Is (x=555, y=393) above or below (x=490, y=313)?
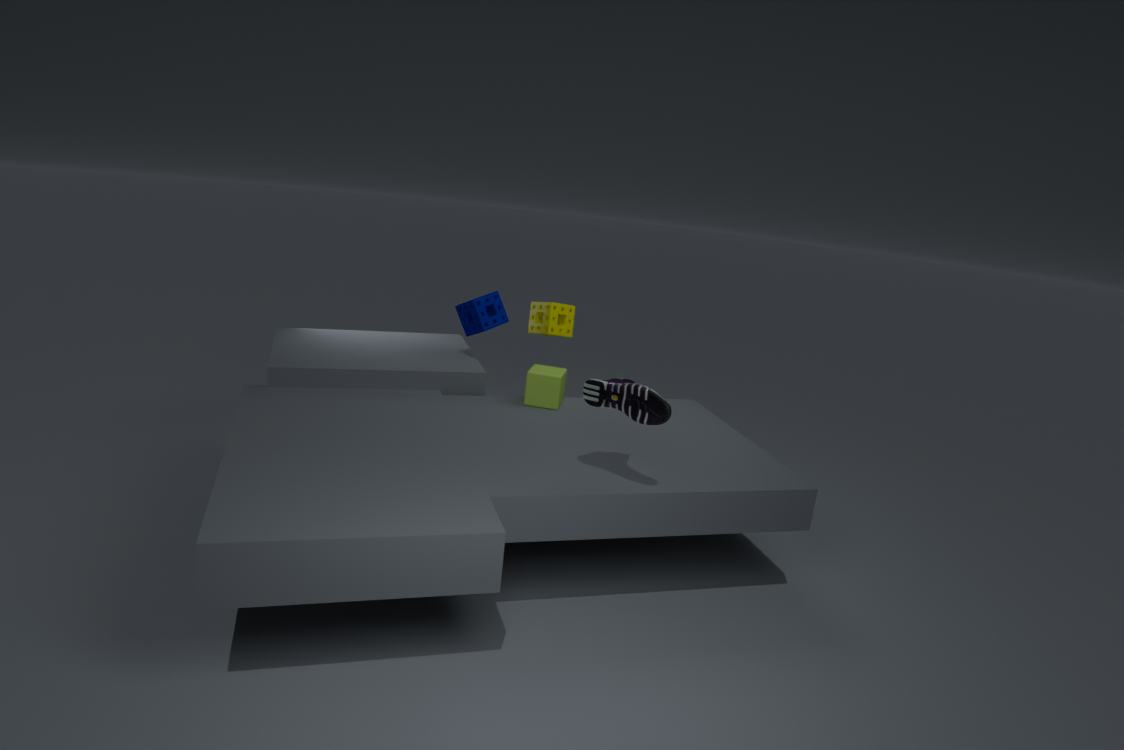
below
